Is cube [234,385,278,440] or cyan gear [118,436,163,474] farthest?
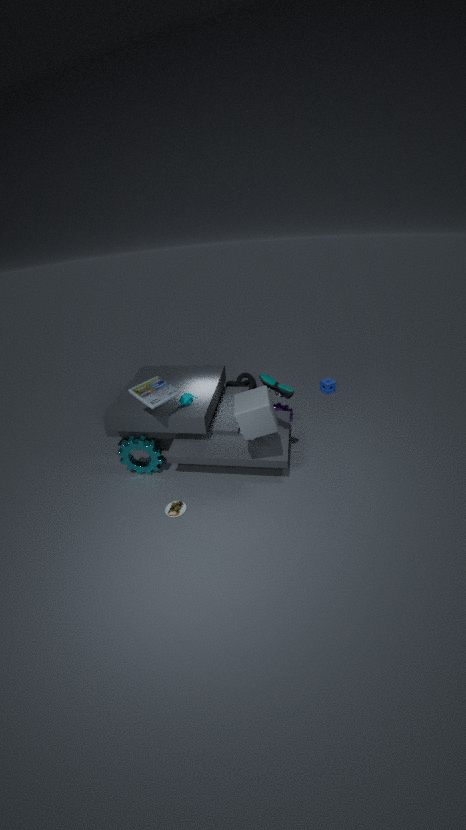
cyan gear [118,436,163,474]
